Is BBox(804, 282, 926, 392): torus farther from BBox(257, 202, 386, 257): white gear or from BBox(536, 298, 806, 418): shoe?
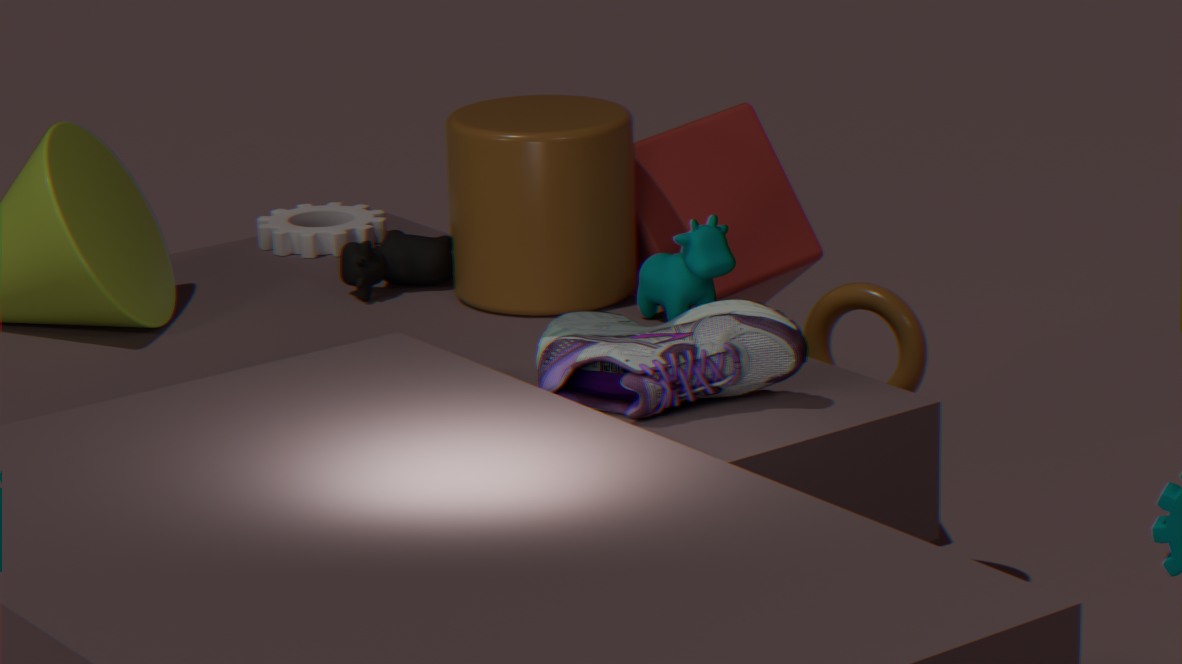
BBox(257, 202, 386, 257): white gear
